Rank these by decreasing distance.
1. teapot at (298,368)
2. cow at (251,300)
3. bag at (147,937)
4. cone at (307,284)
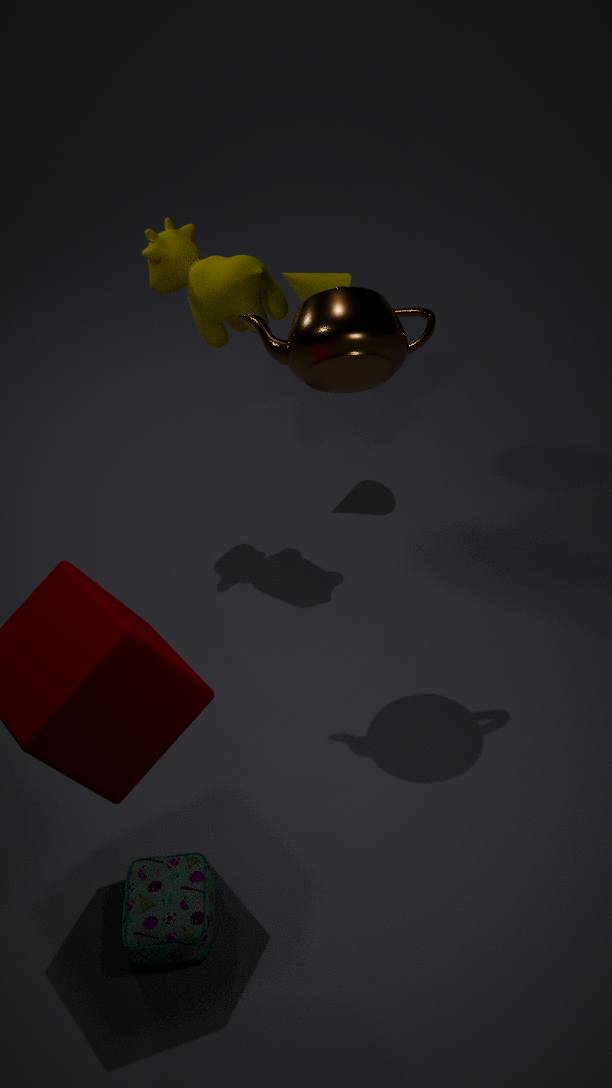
cone at (307,284) < cow at (251,300) < teapot at (298,368) < bag at (147,937)
